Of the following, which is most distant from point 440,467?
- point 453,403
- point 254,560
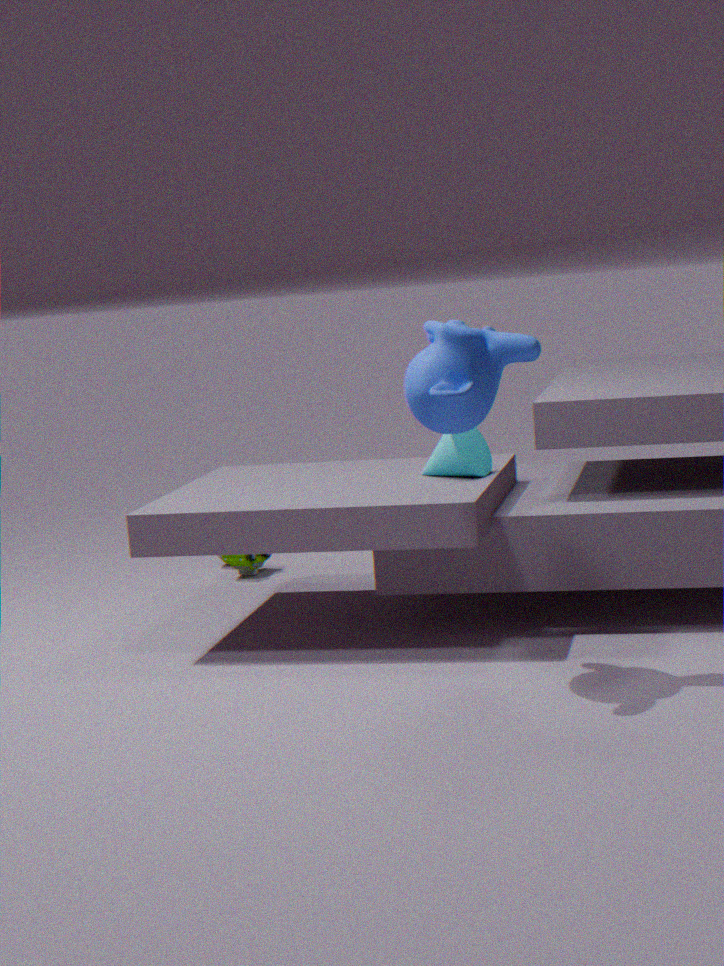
point 254,560
